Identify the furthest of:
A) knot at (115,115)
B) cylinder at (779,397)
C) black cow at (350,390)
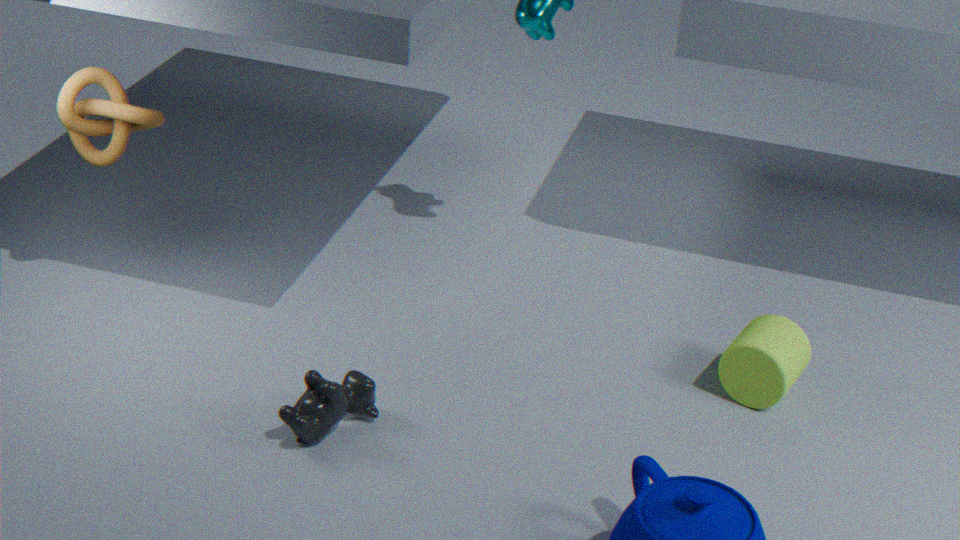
knot at (115,115)
